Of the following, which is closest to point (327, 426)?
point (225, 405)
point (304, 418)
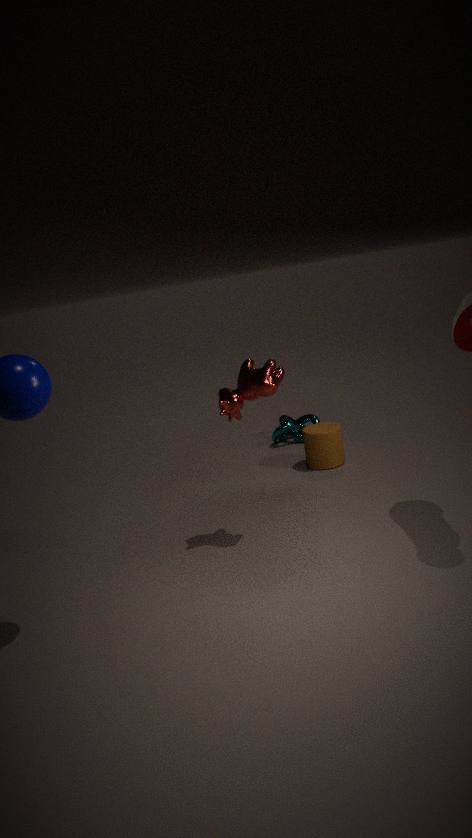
point (304, 418)
